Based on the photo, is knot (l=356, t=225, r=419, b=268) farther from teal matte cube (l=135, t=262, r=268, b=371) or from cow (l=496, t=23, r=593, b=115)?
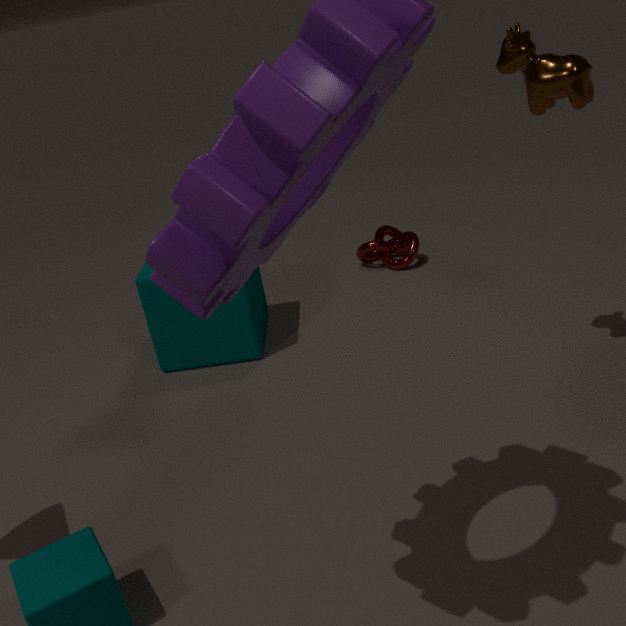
cow (l=496, t=23, r=593, b=115)
